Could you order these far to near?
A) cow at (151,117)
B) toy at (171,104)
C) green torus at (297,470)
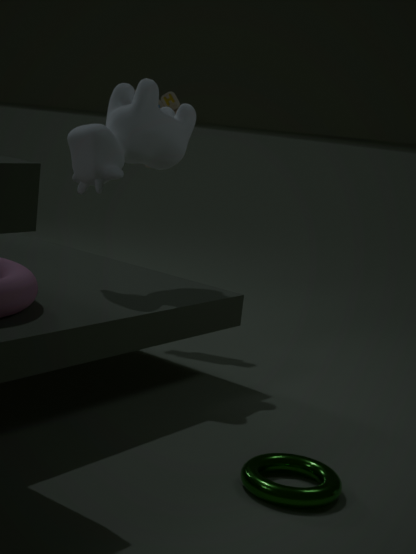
toy at (171,104) < cow at (151,117) < green torus at (297,470)
